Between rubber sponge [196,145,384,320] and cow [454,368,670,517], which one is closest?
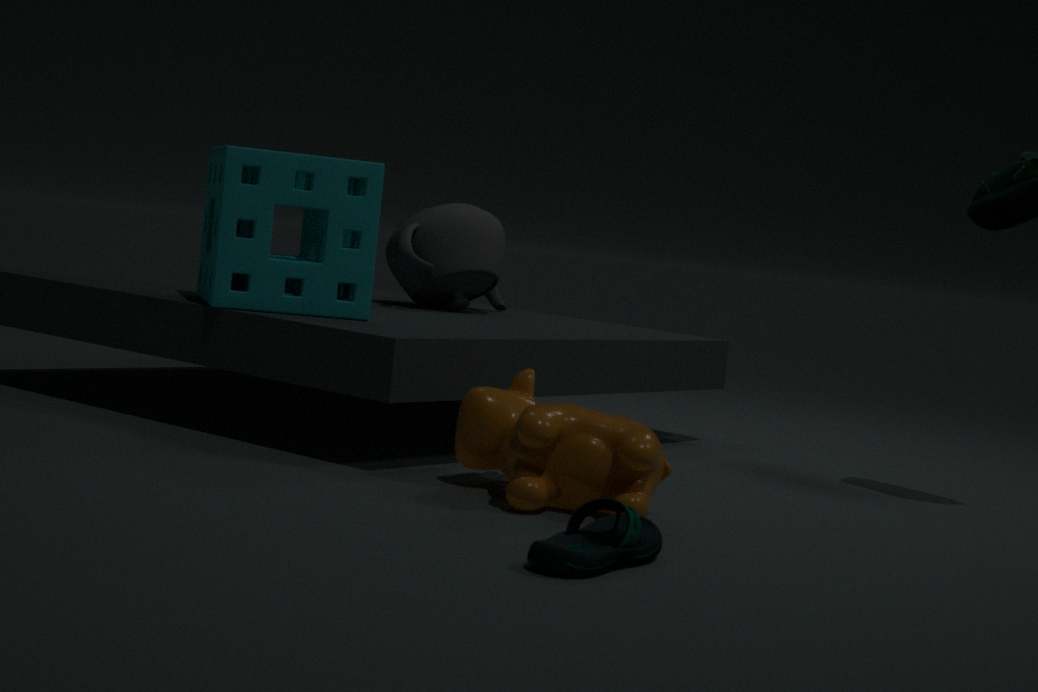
cow [454,368,670,517]
